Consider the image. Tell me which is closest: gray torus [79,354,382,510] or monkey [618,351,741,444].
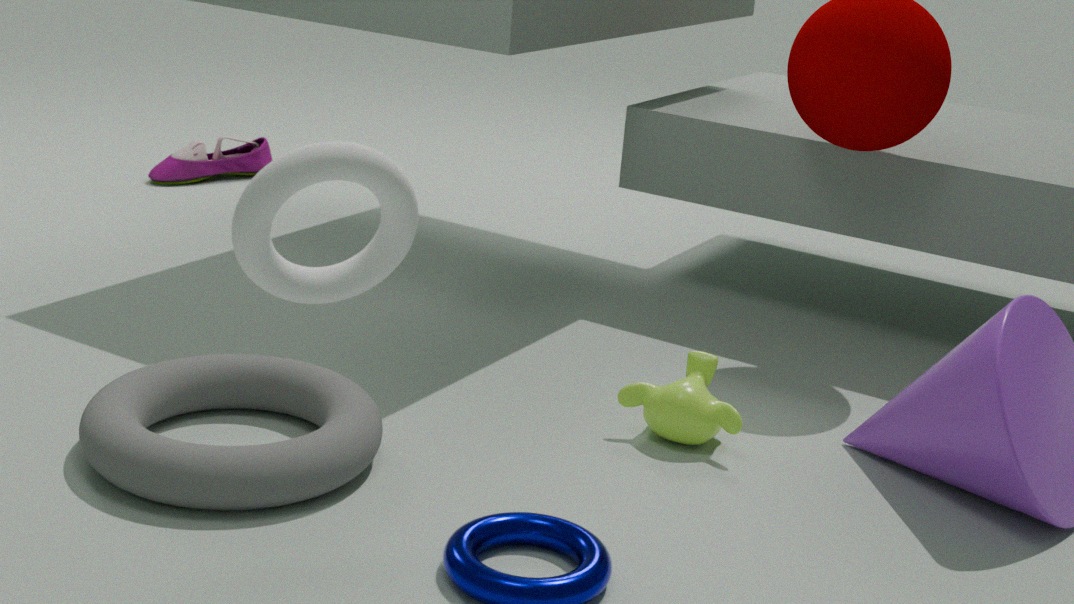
gray torus [79,354,382,510]
